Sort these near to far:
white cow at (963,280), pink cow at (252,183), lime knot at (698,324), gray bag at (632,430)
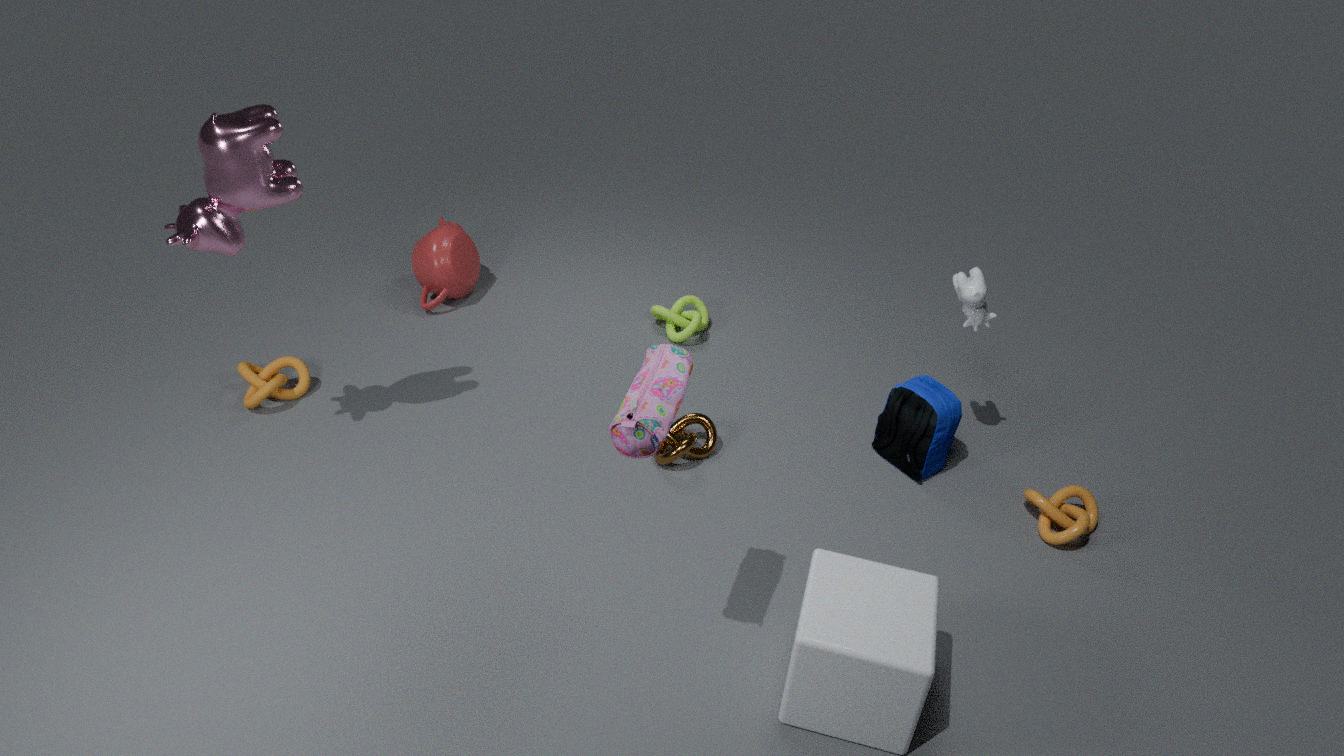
gray bag at (632,430) < pink cow at (252,183) < white cow at (963,280) < lime knot at (698,324)
